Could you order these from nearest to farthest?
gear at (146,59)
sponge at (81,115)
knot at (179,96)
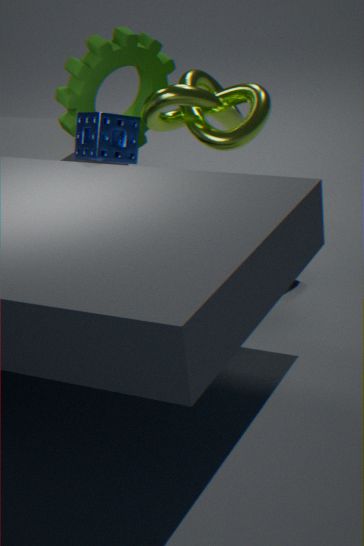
sponge at (81,115)
knot at (179,96)
gear at (146,59)
